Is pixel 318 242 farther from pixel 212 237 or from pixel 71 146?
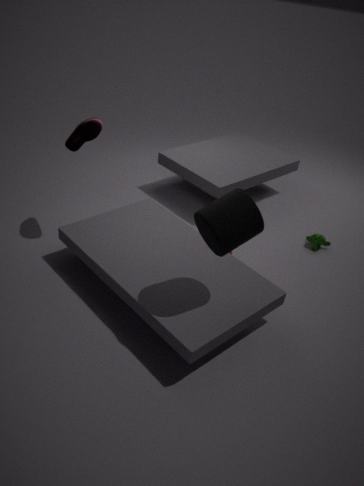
pixel 71 146
